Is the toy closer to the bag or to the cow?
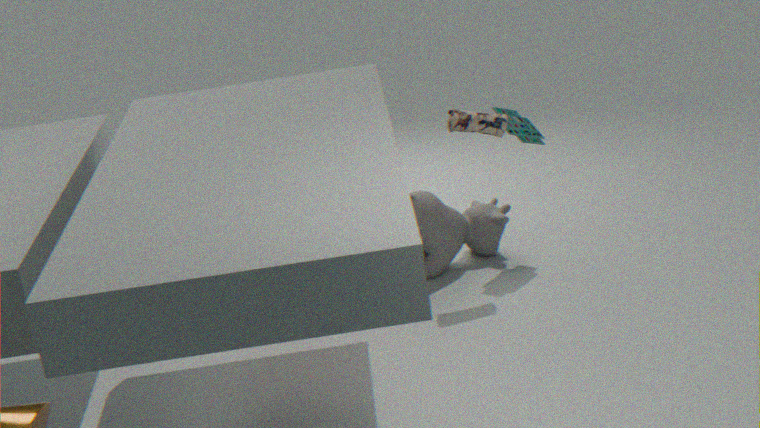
the bag
